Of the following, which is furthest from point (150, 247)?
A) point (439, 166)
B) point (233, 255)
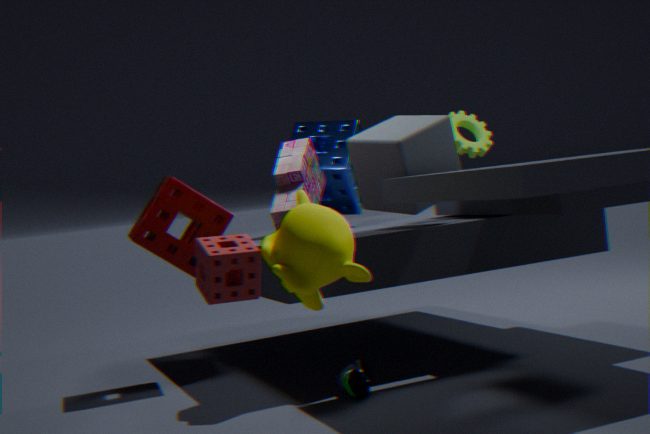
point (233, 255)
